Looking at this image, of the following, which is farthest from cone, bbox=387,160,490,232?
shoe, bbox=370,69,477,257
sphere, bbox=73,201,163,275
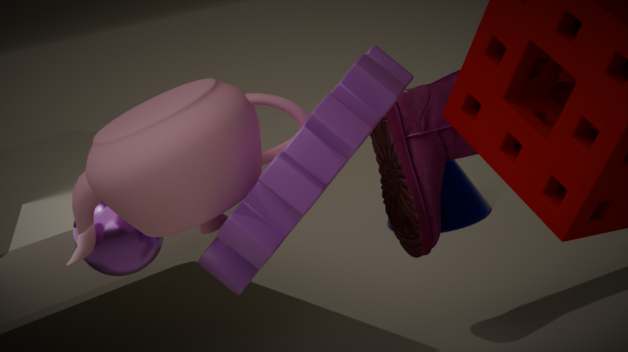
sphere, bbox=73,201,163,275
